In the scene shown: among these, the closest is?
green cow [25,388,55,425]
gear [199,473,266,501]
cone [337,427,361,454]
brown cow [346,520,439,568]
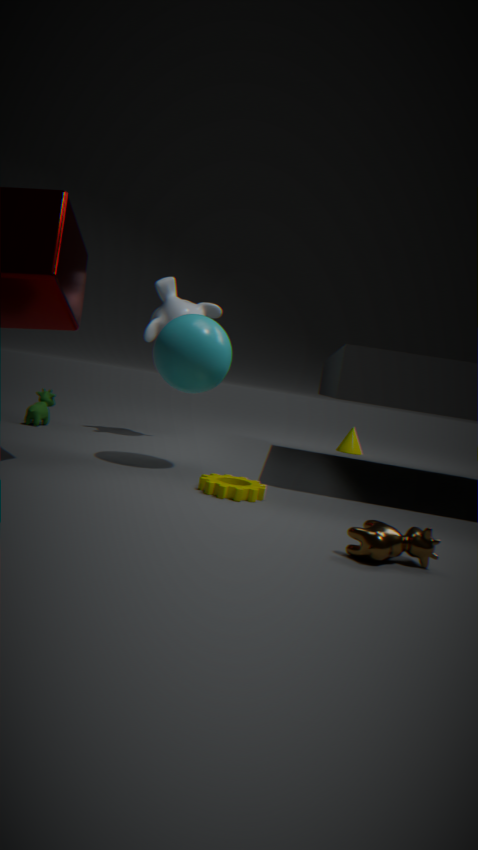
brown cow [346,520,439,568]
